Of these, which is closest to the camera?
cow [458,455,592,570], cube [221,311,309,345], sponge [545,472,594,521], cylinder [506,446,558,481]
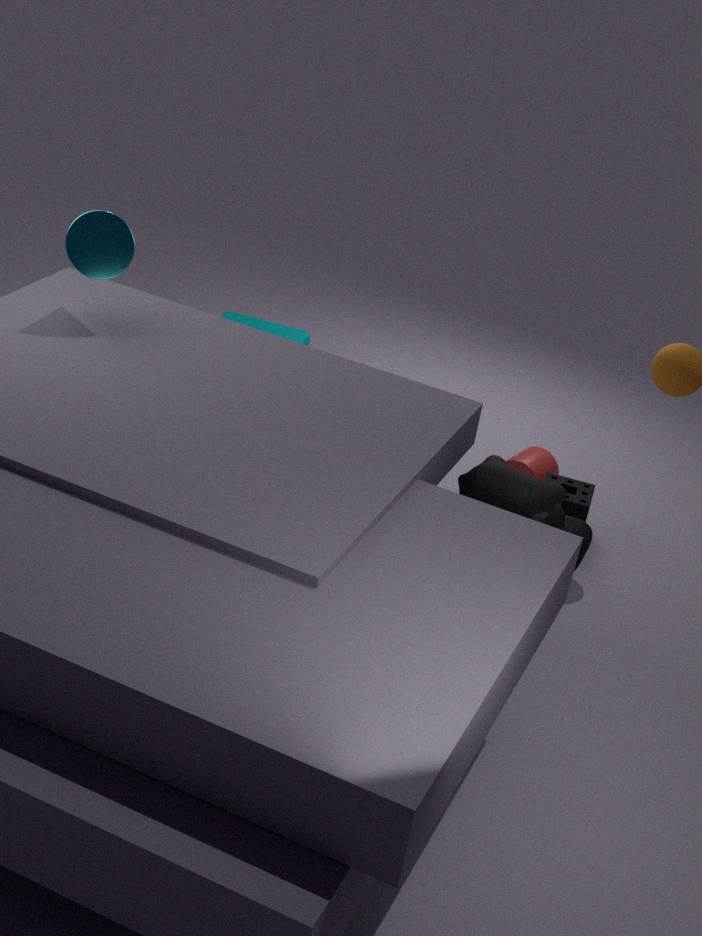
cow [458,455,592,570]
